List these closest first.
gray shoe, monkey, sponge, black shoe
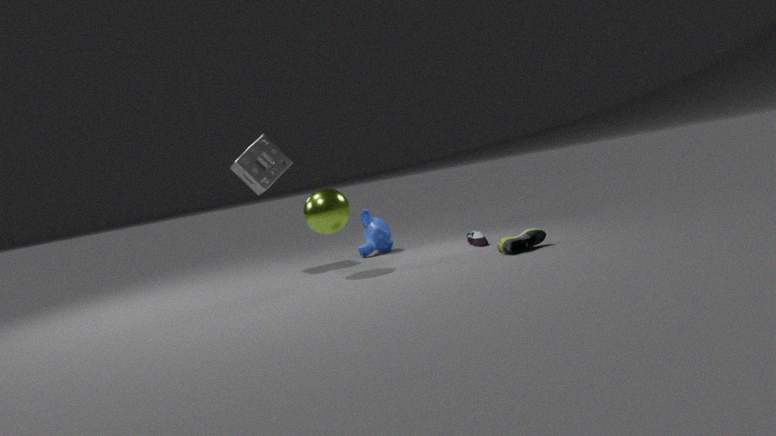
1. black shoe
2. gray shoe
3. sponge
4. monkey
